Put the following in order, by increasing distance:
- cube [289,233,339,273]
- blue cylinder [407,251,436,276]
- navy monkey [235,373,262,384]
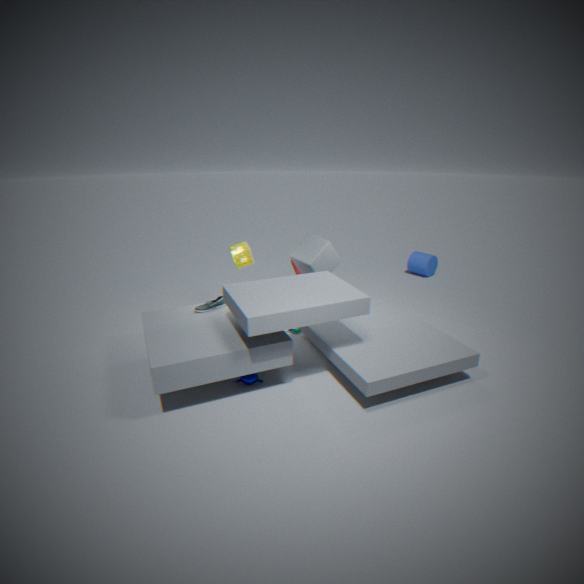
navy monkey [235,373,262,384]
cube [289,233,339,273]
blue cylinder [407,251,436,276]
